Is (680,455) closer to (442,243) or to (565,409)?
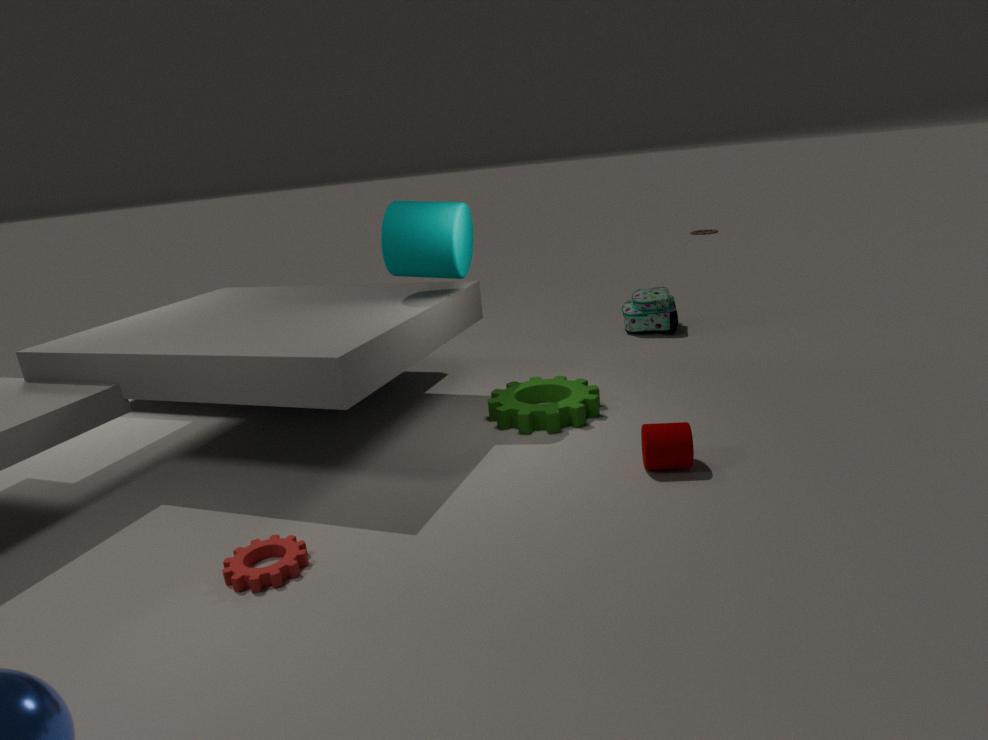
(565,409)
